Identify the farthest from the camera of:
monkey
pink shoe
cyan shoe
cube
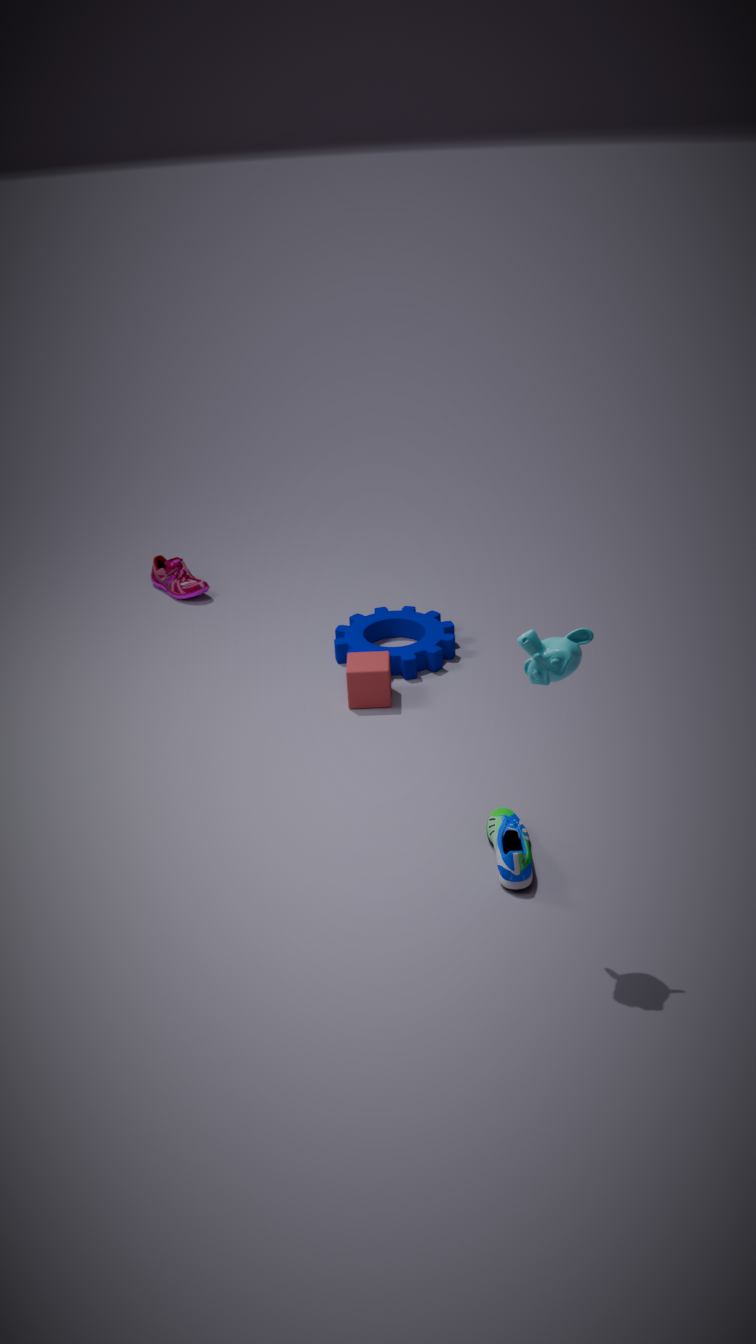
pink shoe
